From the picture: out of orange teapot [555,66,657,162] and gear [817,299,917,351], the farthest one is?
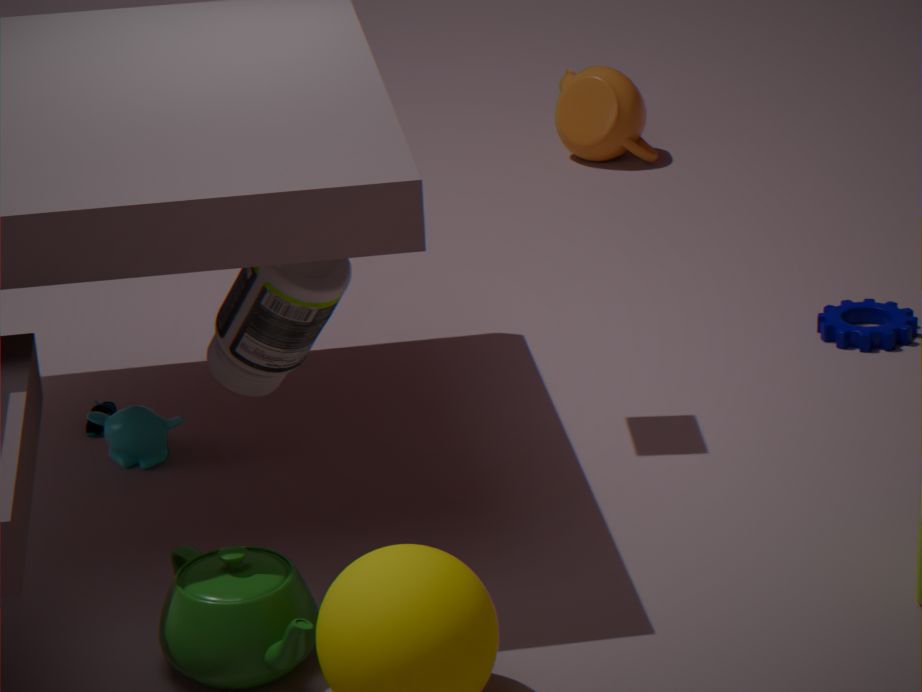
orange teapot [555,66,657,162]
